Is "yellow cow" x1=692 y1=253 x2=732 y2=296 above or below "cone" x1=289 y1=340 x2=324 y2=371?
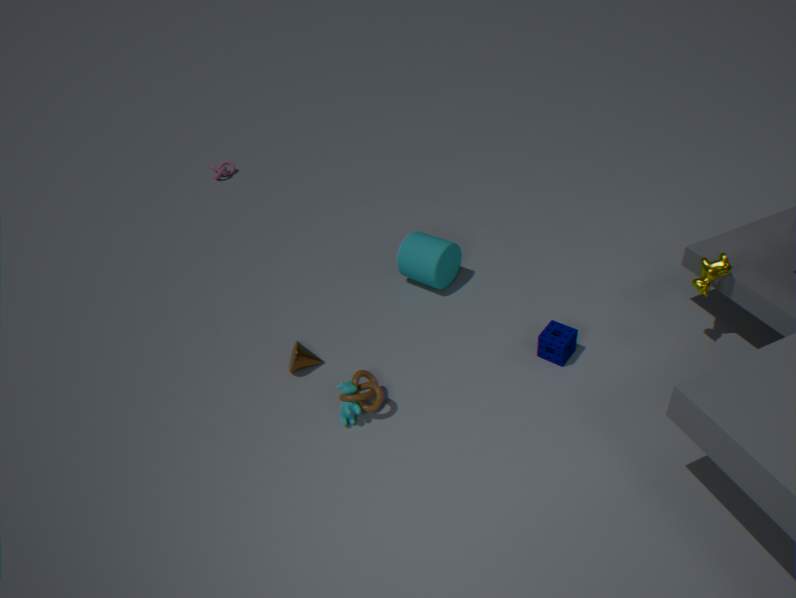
above
